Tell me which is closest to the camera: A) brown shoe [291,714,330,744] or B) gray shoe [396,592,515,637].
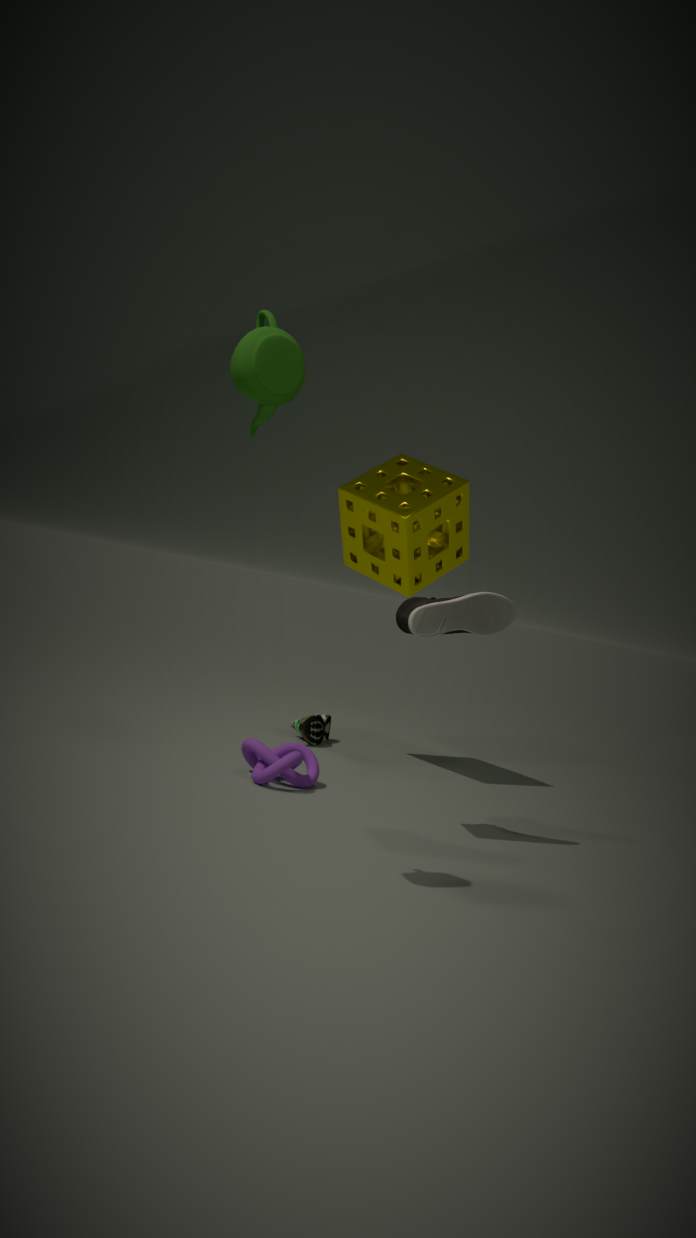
B. gray shoe [396,592,515,637]
